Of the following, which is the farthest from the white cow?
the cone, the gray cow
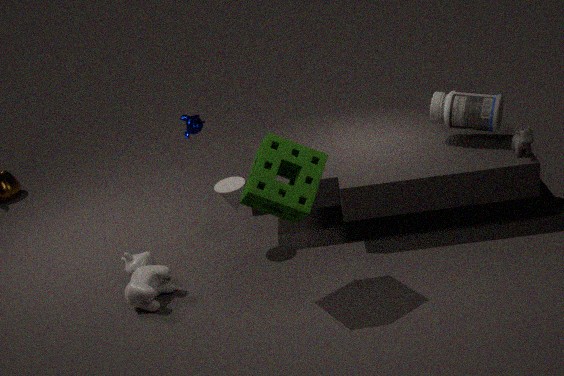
the gray cow
